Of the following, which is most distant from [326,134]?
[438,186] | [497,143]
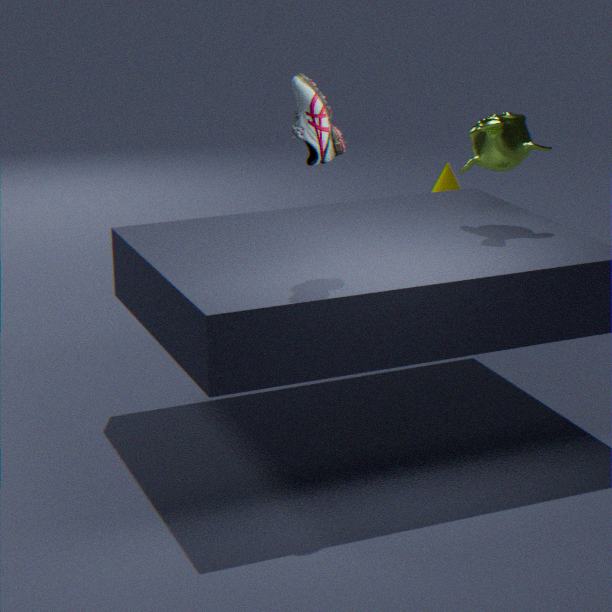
[438,186]
